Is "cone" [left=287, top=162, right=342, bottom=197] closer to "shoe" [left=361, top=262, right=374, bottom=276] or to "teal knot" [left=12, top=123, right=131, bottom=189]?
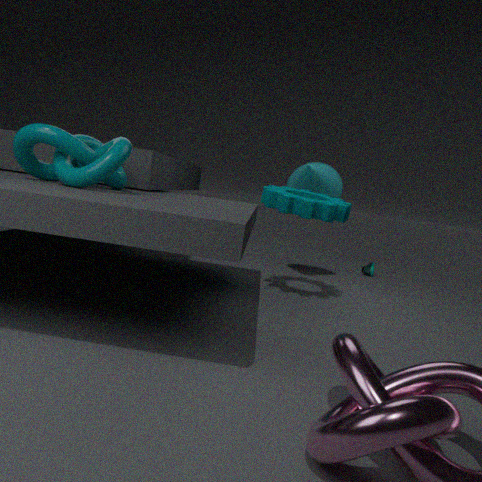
"shoe" [left=361, top=262, right=374, bottom=276]
